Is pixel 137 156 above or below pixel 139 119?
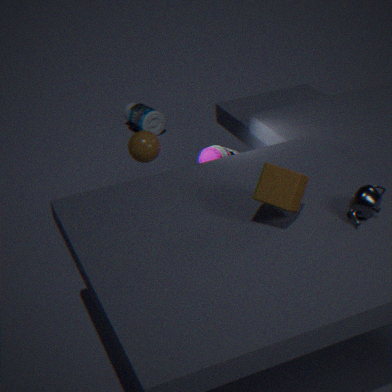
above
